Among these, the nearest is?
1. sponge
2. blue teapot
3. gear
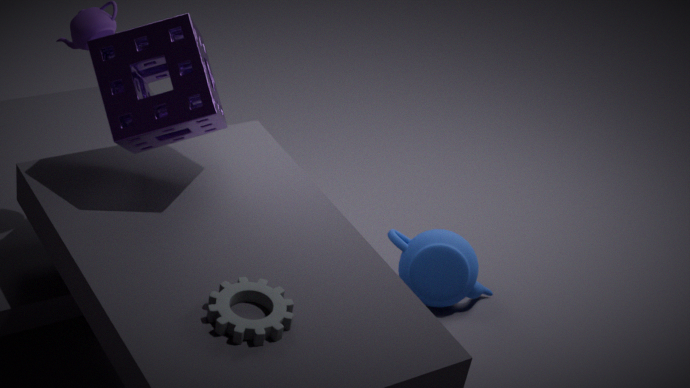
gear
